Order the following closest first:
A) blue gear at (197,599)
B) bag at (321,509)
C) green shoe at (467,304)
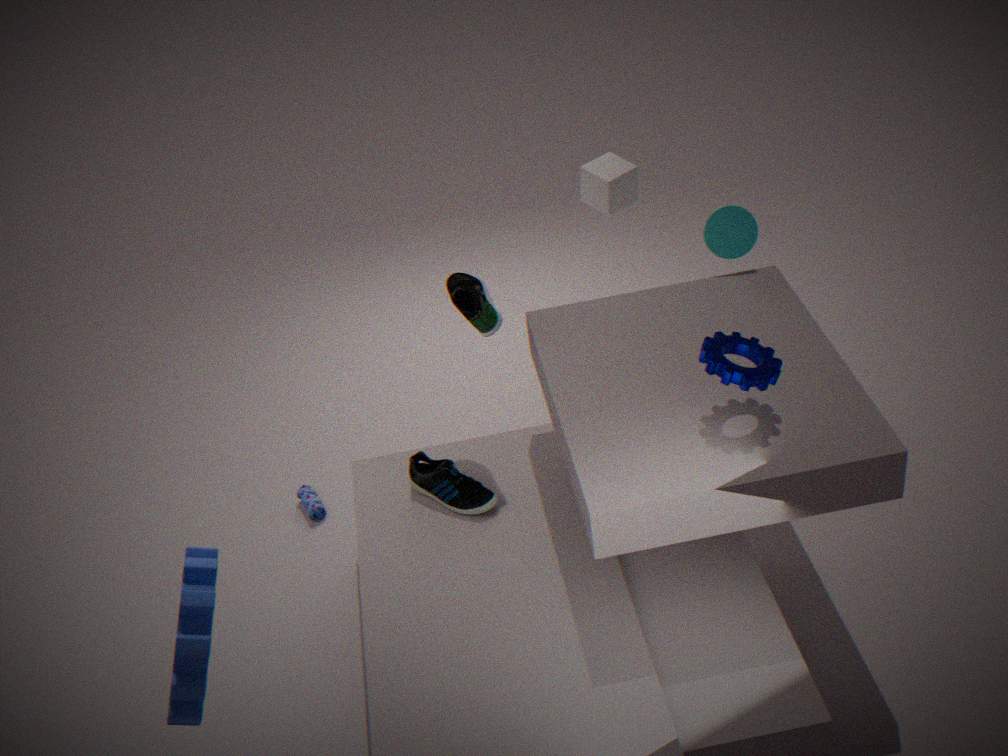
blue gear at (197,599) → green shoe at (467,304) → bag at (321,509)
